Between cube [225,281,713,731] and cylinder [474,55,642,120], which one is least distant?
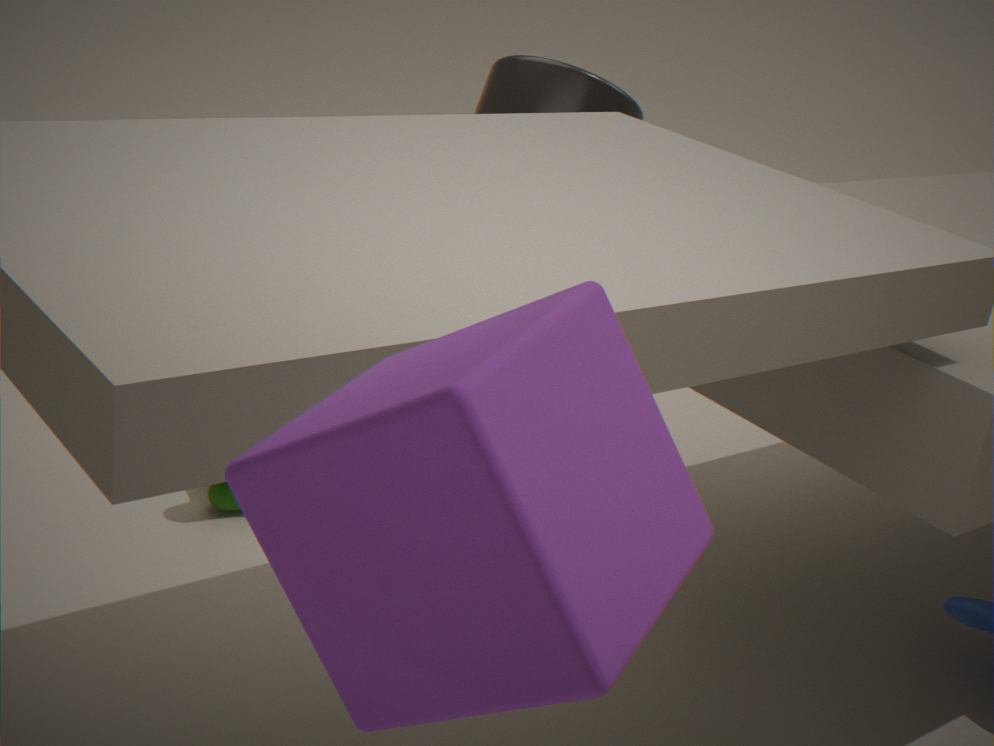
cube [225,281,713,731]
